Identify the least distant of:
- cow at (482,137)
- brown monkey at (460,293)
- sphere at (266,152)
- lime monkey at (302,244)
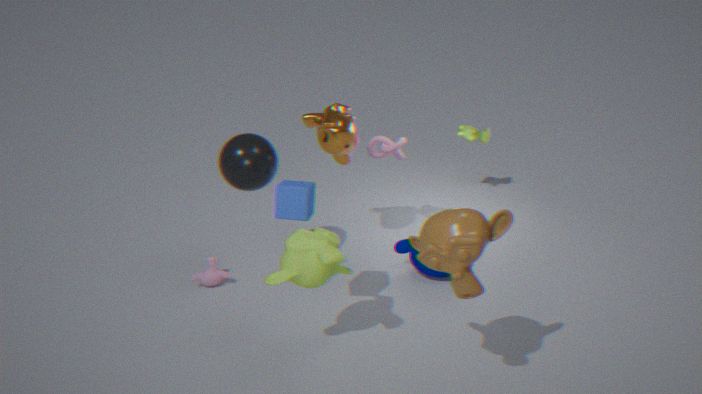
brown monkey at (460,293)
